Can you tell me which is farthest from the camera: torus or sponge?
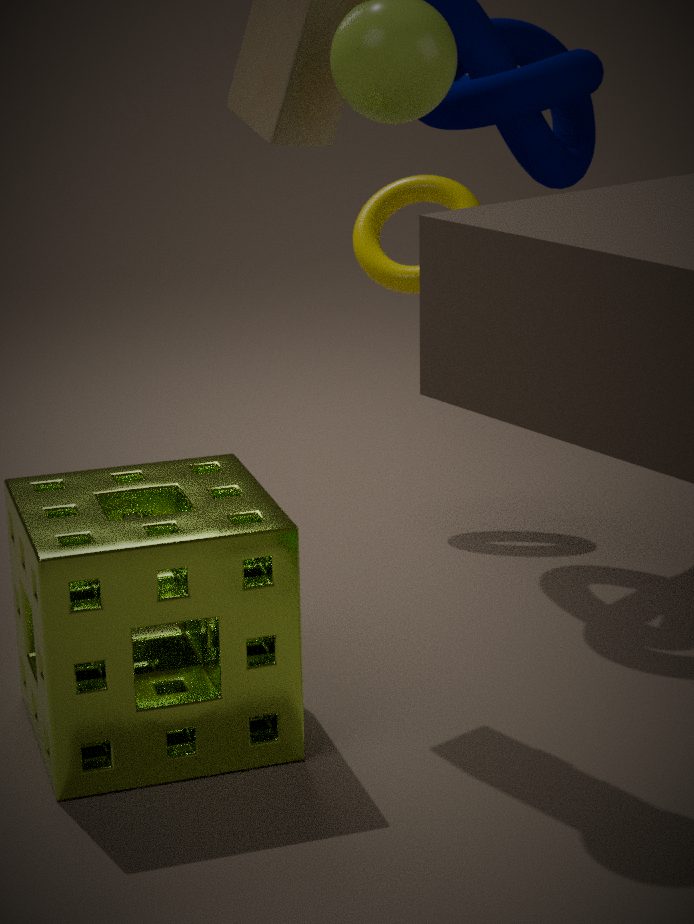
torus
